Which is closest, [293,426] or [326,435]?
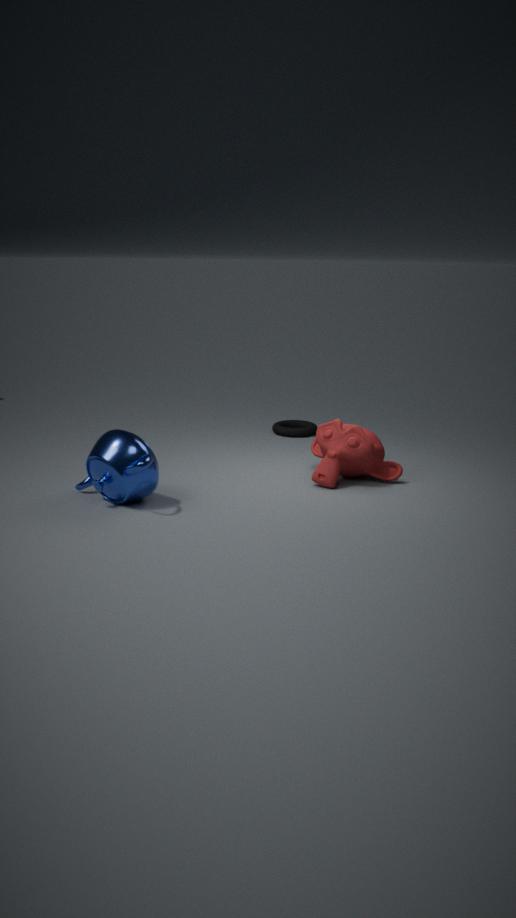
[326,435]
